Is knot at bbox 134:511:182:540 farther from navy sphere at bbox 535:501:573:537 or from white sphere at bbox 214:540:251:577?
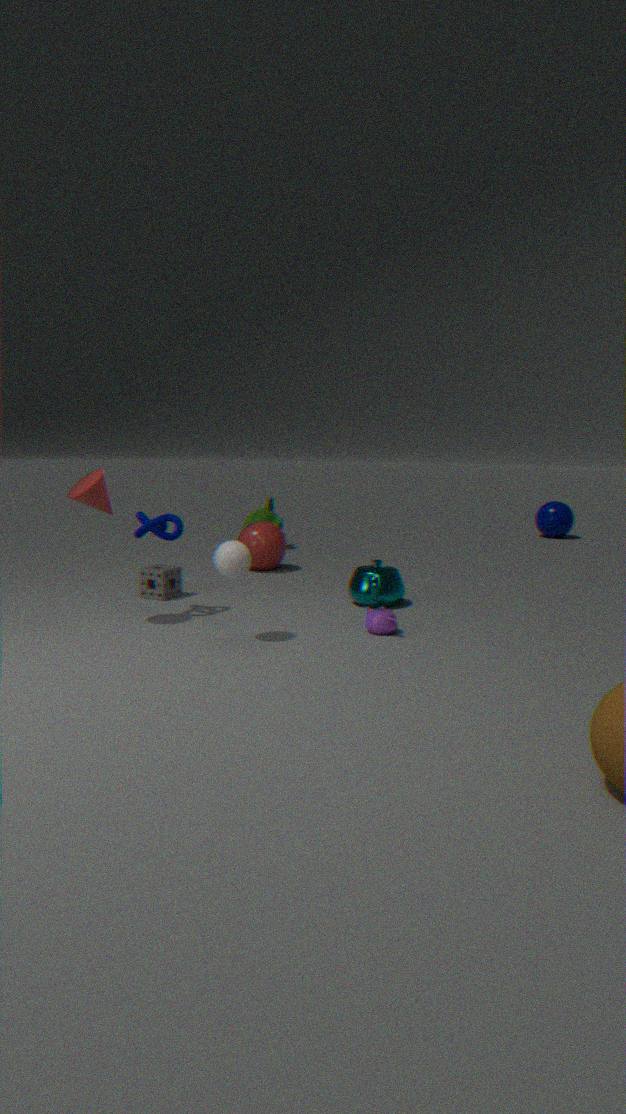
navy sphere at bbox 535:501:573:537
